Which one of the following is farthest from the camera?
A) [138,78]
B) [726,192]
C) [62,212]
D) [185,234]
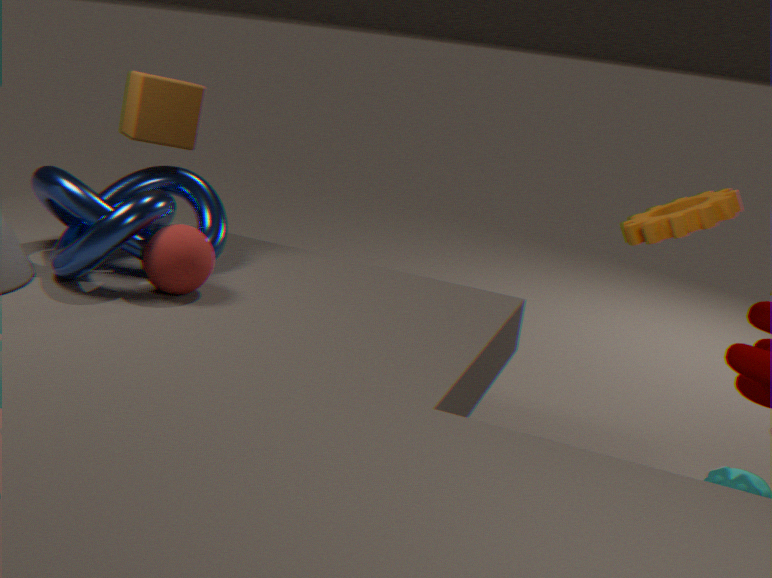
C. [62,212]
